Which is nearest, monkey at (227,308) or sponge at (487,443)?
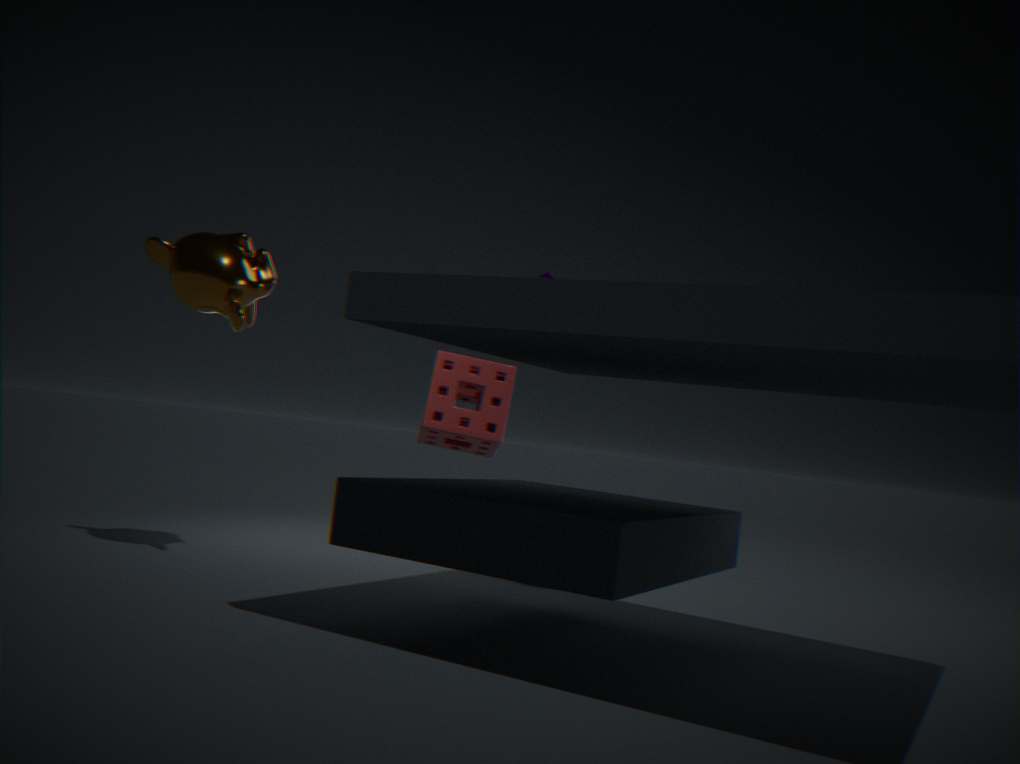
monkey at (227,308)
